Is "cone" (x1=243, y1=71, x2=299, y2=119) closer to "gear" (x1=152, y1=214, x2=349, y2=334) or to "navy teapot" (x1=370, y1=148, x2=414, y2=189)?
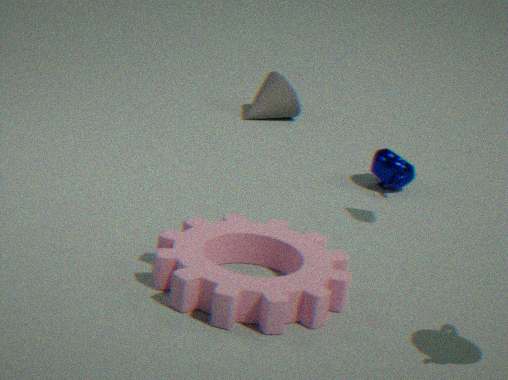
"navy teapot" (x1=370, y1=148, x2=414, y2=189)
